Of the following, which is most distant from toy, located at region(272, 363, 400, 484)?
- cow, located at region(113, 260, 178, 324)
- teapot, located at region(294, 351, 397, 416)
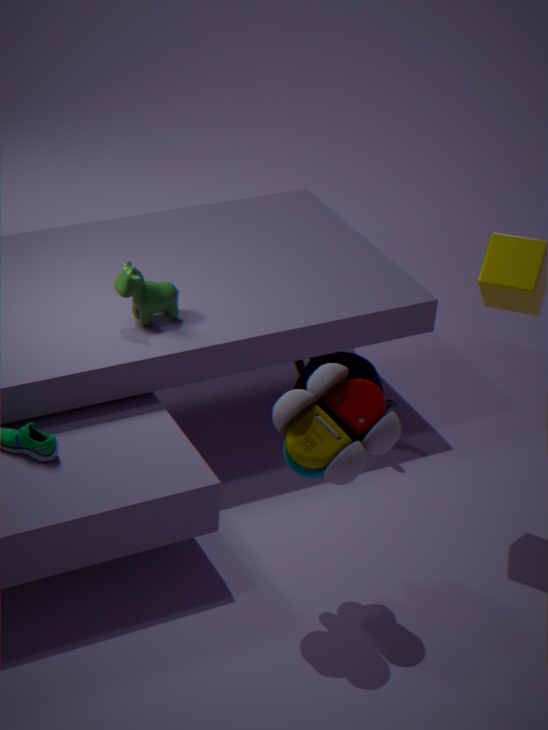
cow, located at region(113, 260, 178, 324)
